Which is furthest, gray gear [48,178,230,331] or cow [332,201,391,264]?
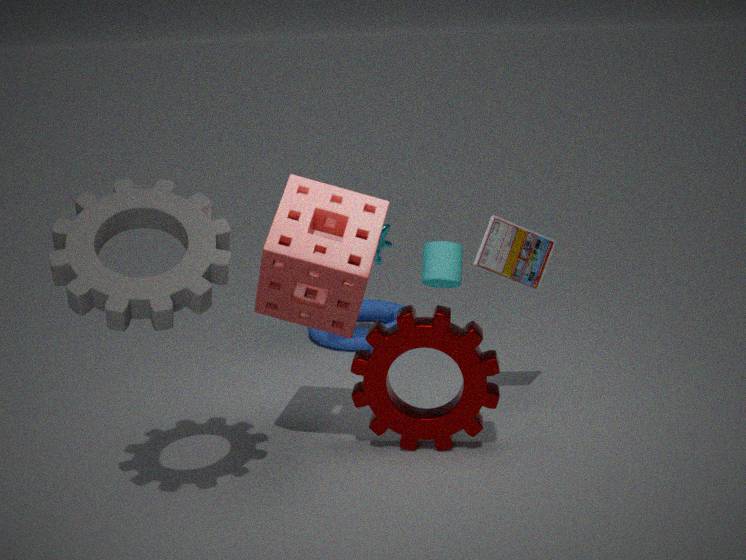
cow [332,201,391,264]
